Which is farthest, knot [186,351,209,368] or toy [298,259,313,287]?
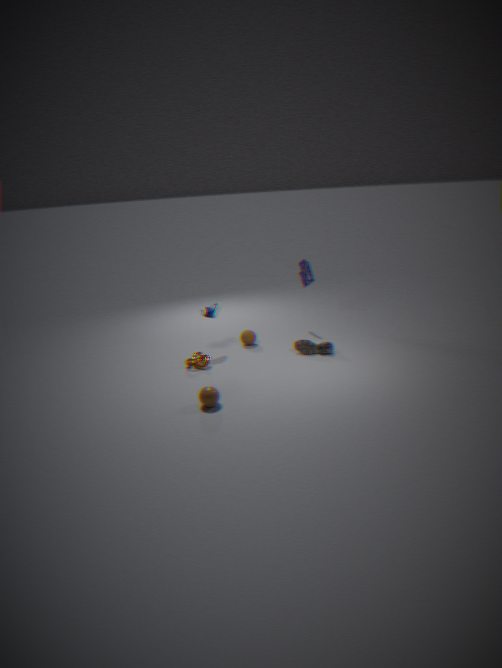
toy [298,259,313,287]
